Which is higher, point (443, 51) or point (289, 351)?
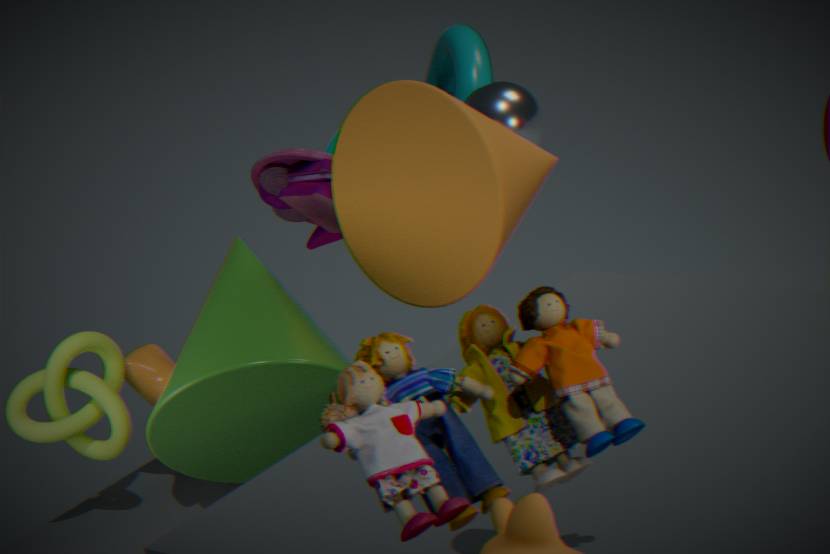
point (443, 51)
